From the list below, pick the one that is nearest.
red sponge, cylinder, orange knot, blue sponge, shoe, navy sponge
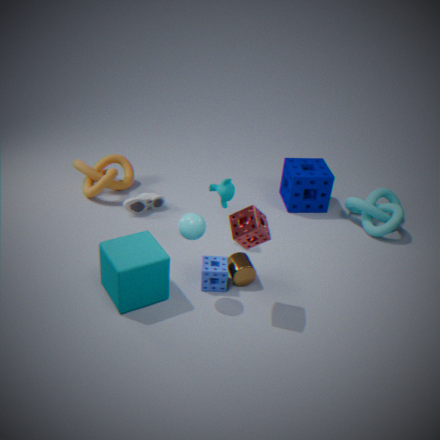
red sponge
